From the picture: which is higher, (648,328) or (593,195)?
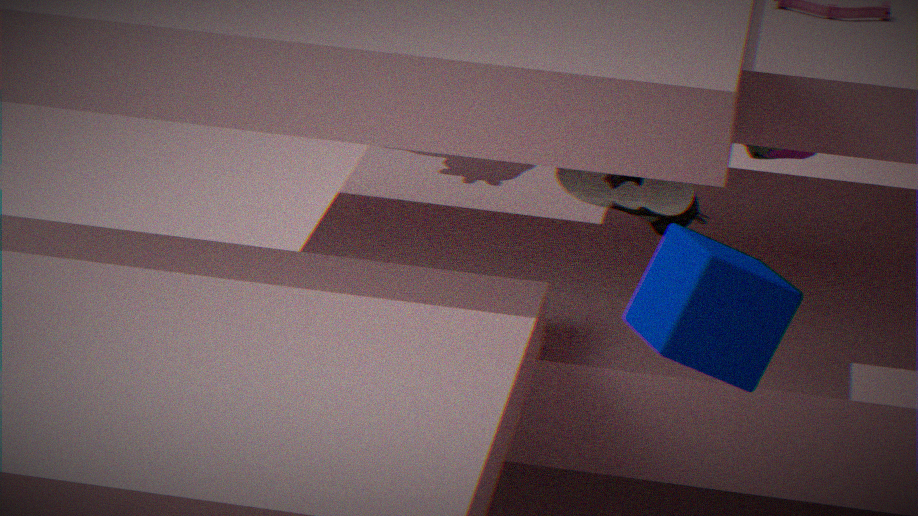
(648,328)
